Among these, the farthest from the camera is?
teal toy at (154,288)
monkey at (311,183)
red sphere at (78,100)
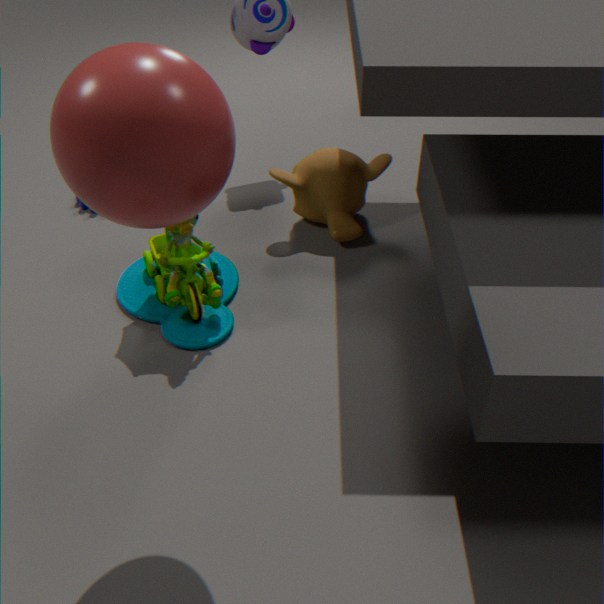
monkey at (311,183)
